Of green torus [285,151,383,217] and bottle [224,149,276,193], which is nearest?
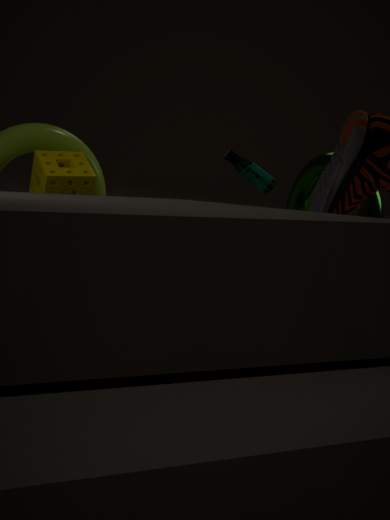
green torus [285,151,383,217]
